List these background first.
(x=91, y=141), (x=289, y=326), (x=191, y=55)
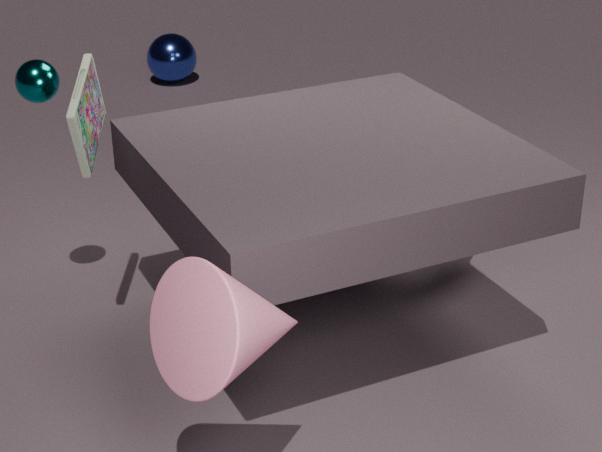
1. (x=191, y=55)
2. (x=91, y=141)
3. (x=289, y=326)
